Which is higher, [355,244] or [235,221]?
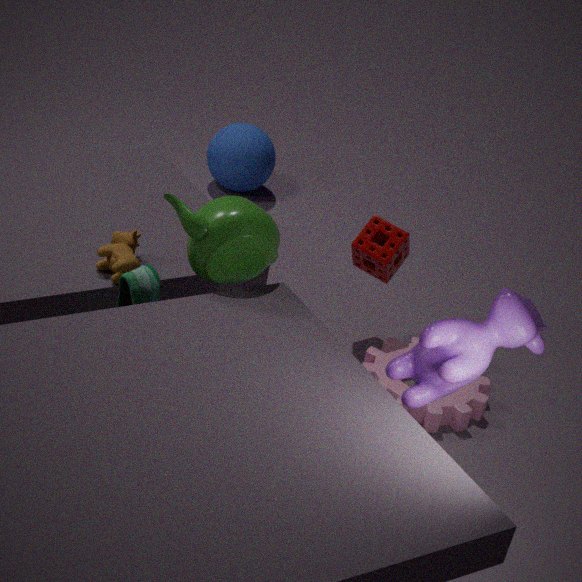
[235,221]
